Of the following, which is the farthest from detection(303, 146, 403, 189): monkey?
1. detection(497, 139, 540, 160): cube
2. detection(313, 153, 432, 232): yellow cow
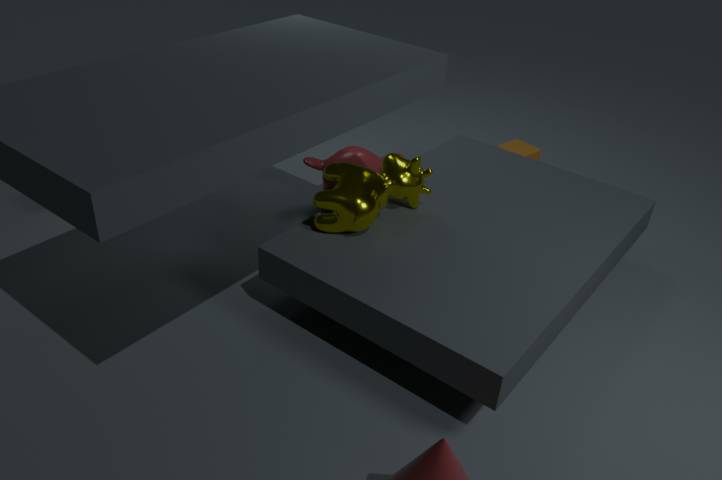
detection(497, 139, 540, 160): cube
